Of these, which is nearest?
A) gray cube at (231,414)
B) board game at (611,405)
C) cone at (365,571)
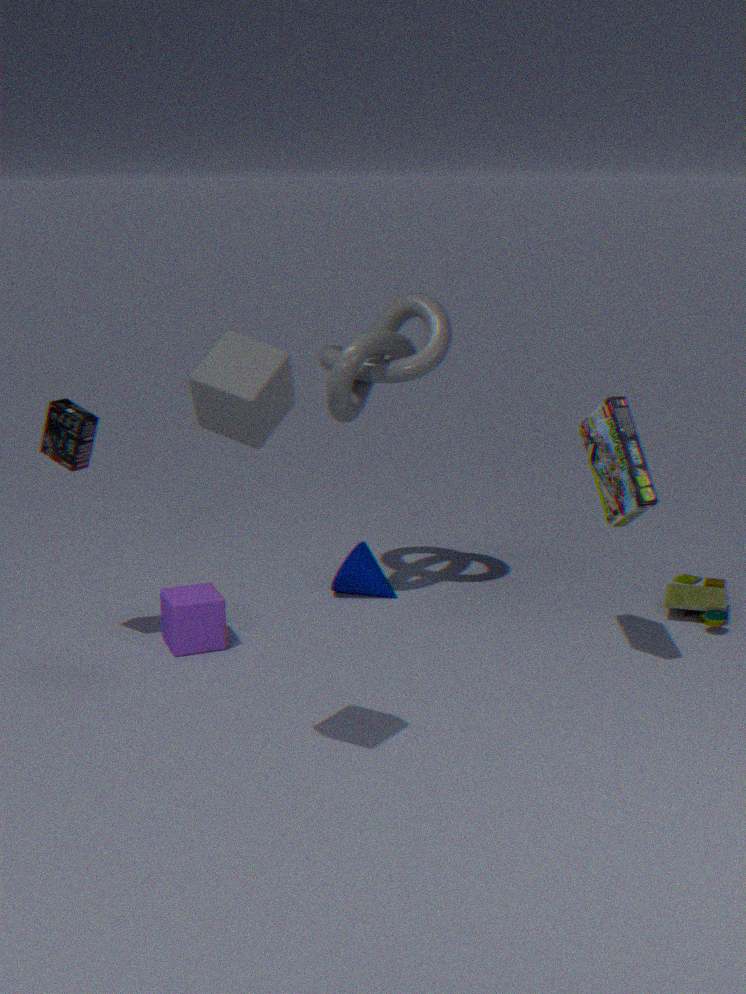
gray cube at (231,414)
